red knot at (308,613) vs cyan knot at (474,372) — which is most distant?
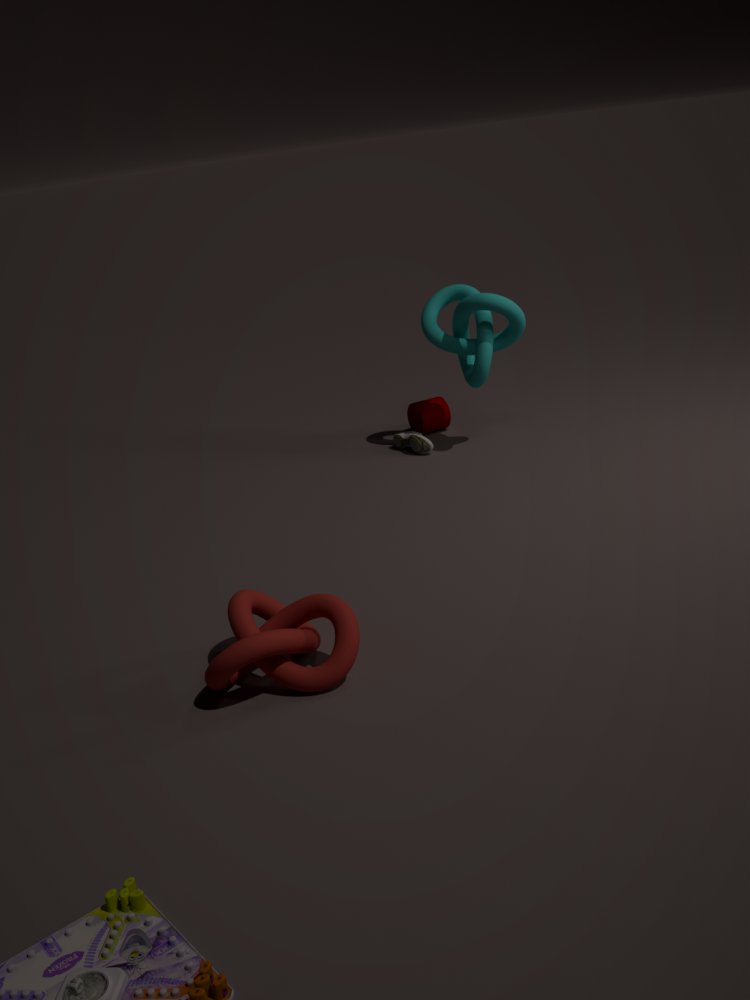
cyan knot at (474,372)
